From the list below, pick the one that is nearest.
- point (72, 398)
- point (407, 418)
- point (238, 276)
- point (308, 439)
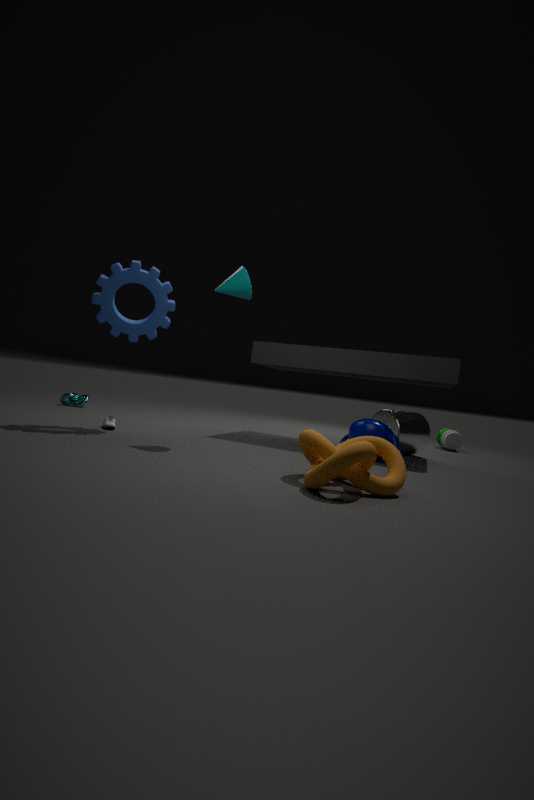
point (308, 439)
